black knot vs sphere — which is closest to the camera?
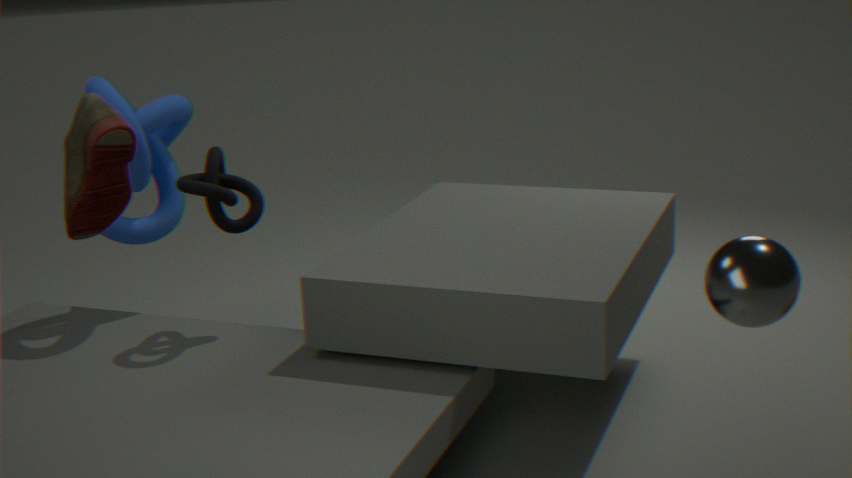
sphere
